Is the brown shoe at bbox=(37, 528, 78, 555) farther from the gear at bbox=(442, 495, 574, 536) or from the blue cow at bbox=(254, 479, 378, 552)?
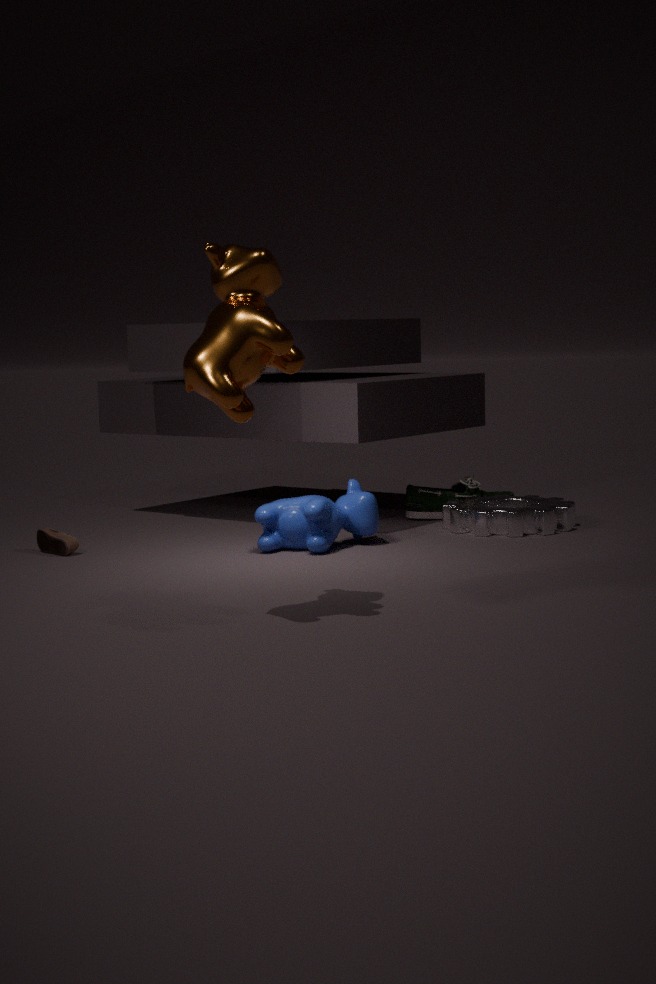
the gear at bbox=(442, 495, 574, 536)
